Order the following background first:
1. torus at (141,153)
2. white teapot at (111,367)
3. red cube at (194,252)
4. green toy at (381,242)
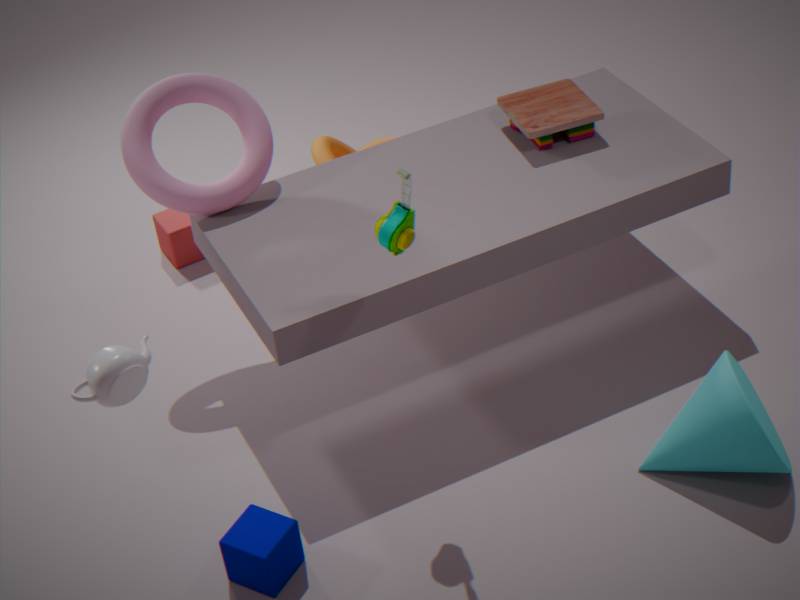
red cube at (194,252) < torus at (141,153) < green toy at (381,242) < white teapot at (111,367)
